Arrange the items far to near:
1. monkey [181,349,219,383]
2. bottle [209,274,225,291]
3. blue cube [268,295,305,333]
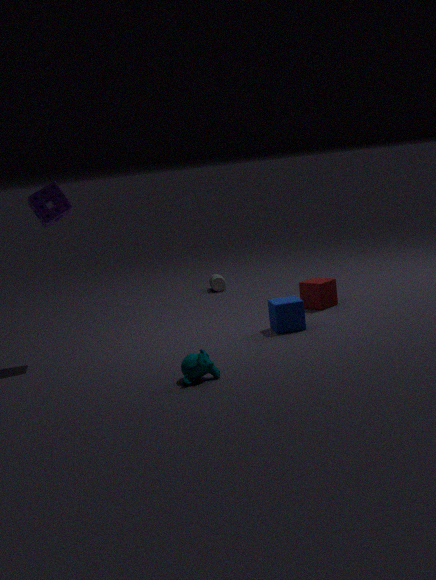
1. bottle [209,274,225,291]
2. blue cube [268,295,305,333]
3. monkey [181,349,219,383]
